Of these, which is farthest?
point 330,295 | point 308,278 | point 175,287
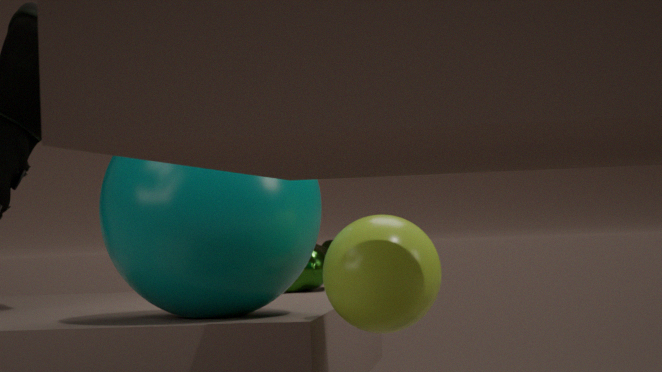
point 308,278
